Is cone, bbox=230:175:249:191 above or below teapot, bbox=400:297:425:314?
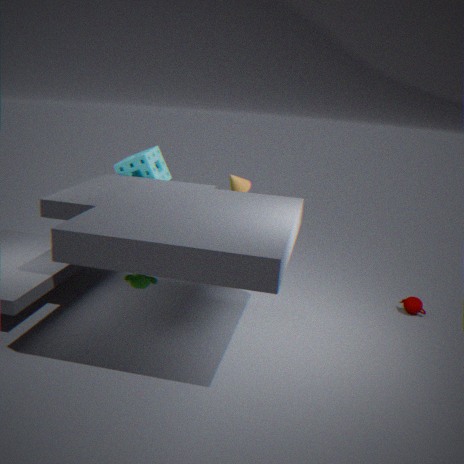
above
